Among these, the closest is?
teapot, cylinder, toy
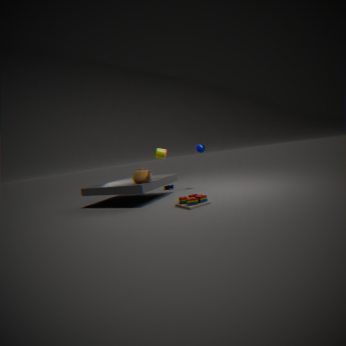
toy
